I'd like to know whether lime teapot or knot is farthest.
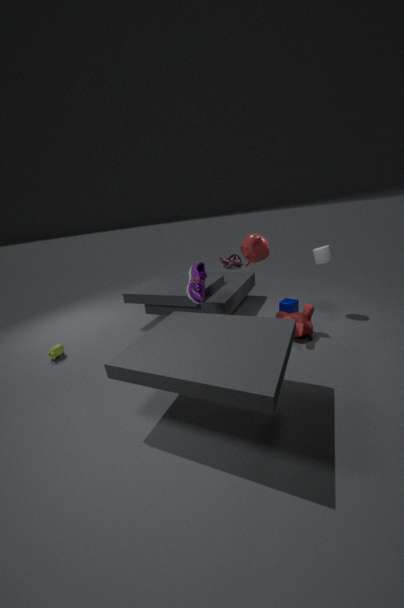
knot
